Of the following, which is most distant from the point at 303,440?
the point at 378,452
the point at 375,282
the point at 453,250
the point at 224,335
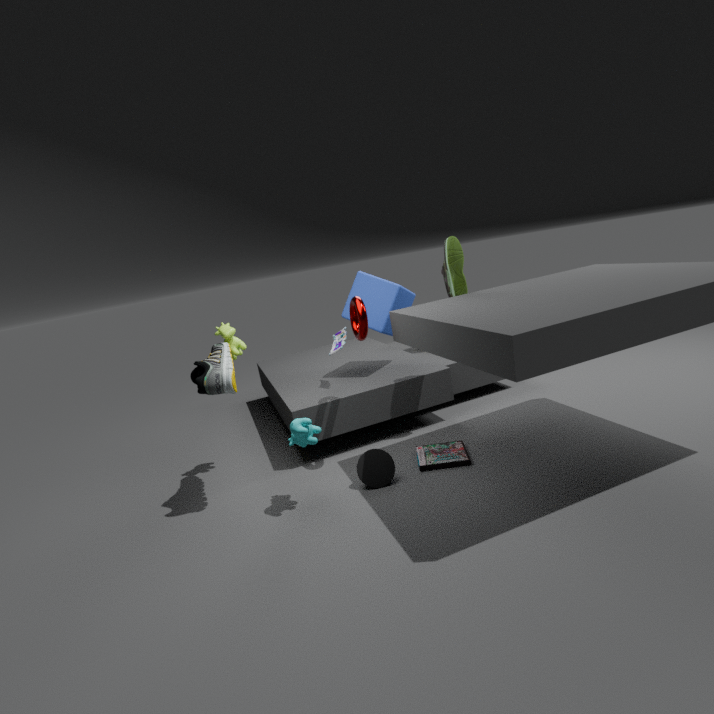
the point at 453,250
